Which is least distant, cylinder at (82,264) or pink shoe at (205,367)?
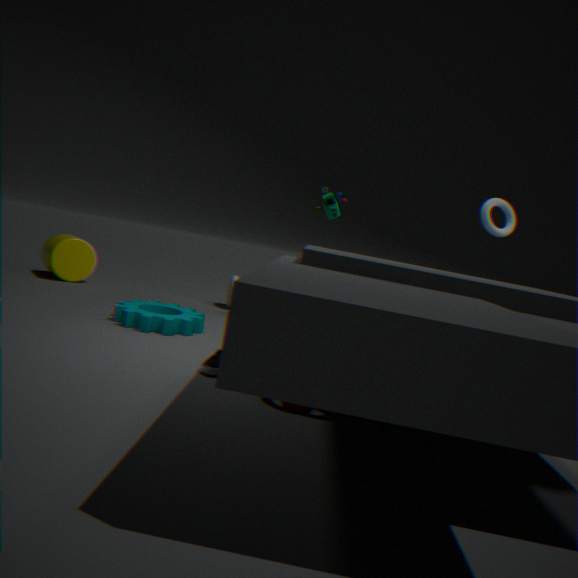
pink shoe at (205,367)
